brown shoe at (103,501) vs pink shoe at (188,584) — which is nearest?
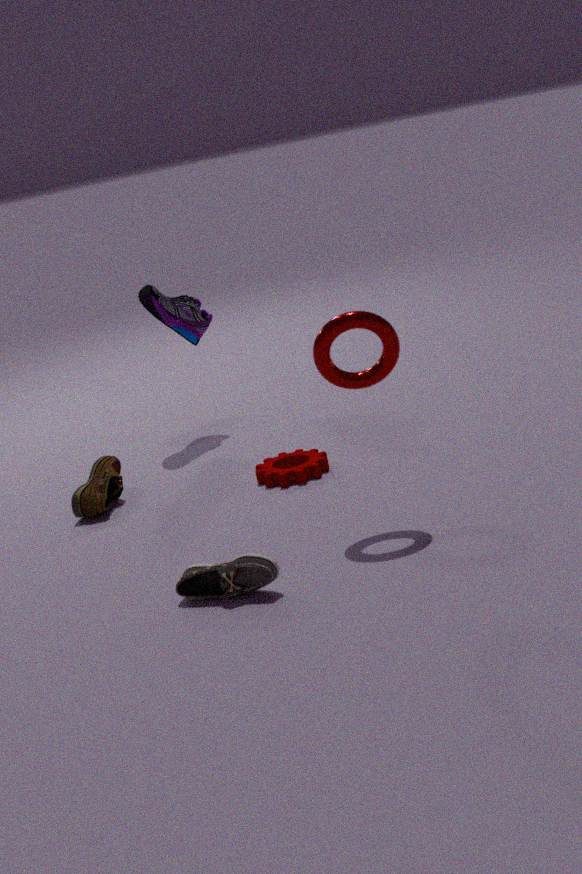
pink shoe at (188,584)
